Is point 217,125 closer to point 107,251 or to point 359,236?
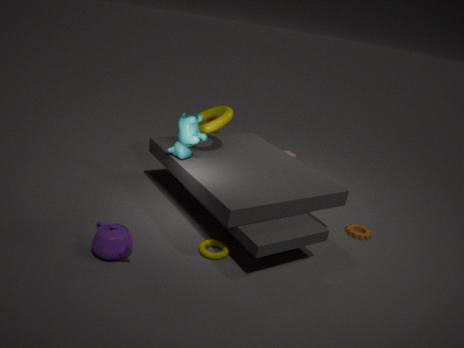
point 107,251
